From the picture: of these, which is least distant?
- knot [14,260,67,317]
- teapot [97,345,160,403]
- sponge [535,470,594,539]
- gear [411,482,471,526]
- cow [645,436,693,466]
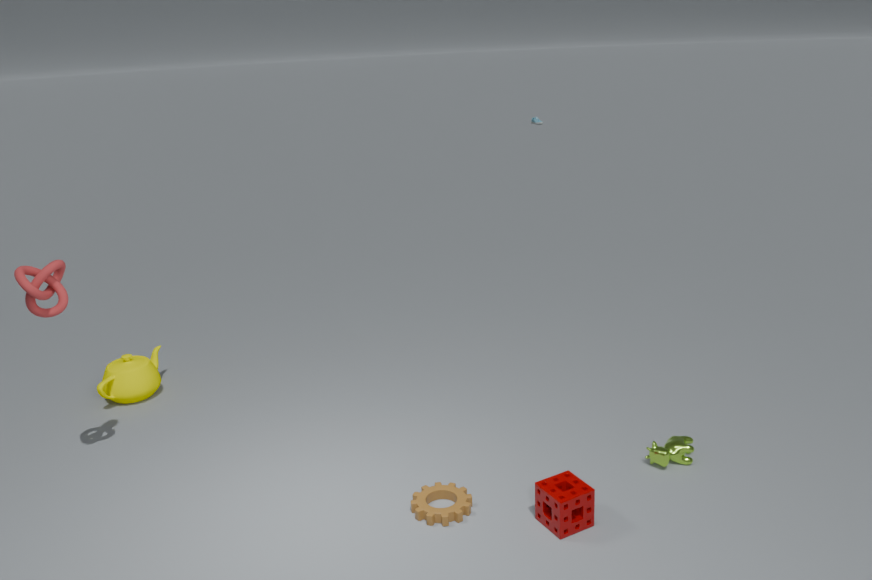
sponge [535,470,594,539]
